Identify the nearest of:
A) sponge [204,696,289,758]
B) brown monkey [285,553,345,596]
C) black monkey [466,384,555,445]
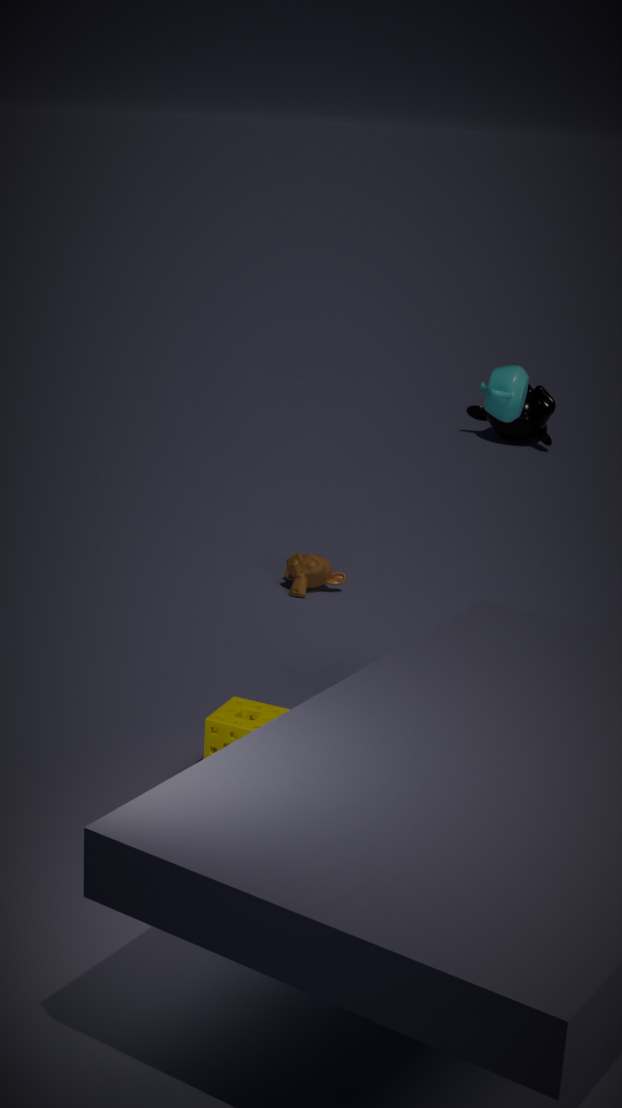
sponge [204,696,289,758]
